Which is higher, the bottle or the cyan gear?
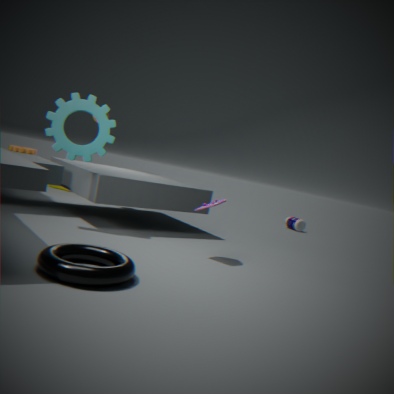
the cyan gear
